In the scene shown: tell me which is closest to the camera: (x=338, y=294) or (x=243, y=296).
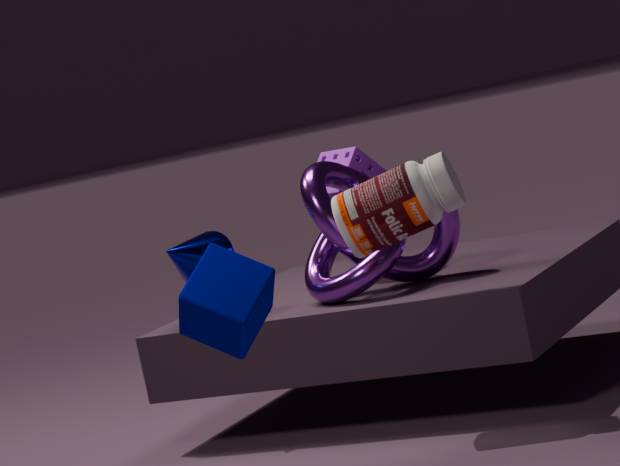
(x=243, y=296)
